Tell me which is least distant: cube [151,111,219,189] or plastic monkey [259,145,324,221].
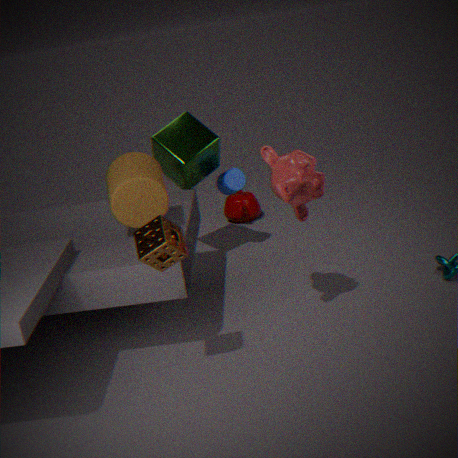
plastic monkey [259,145,324,221]
